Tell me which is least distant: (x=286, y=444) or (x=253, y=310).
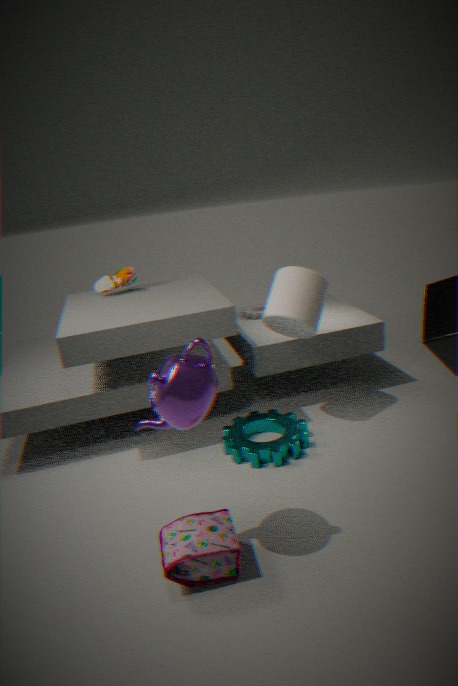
(x=286, y=444)
